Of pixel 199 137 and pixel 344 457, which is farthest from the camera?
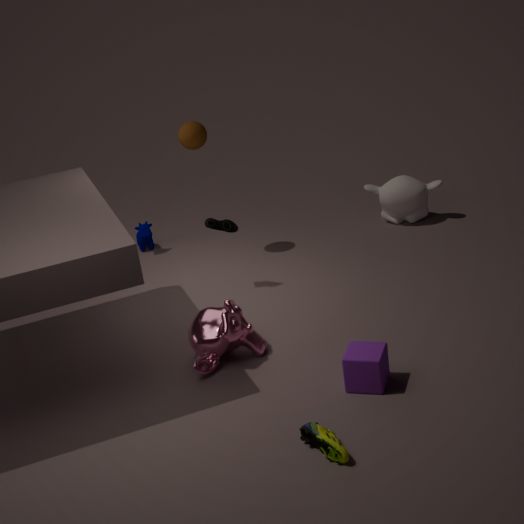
pixel 199 137
